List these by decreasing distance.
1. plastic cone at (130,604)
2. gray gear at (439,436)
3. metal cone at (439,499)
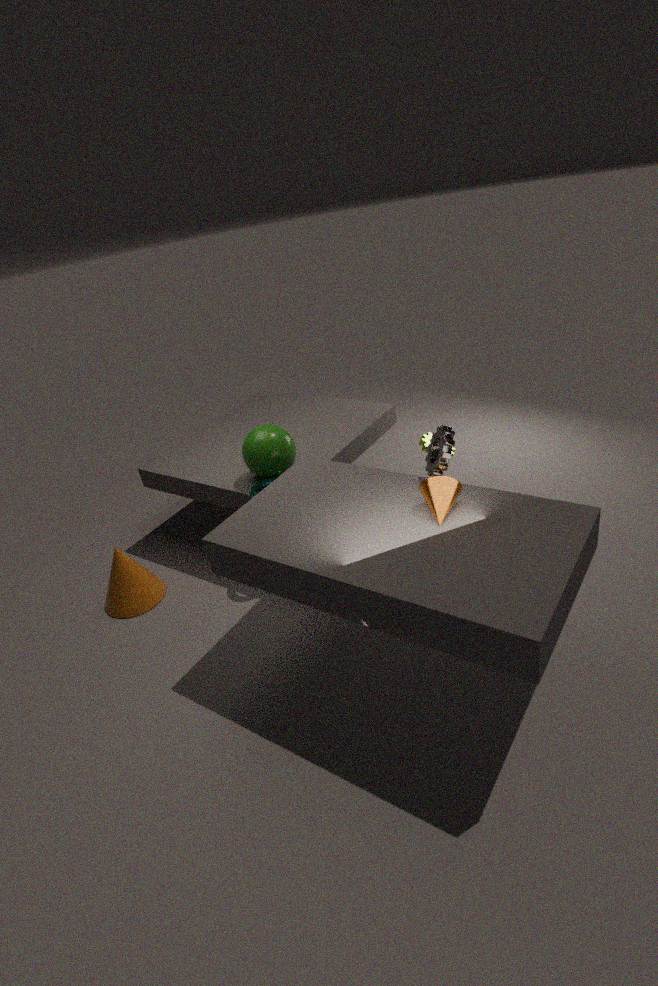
plastic cone at (130,604) → gray gear at (439,436) → metal cone at (439,499)
